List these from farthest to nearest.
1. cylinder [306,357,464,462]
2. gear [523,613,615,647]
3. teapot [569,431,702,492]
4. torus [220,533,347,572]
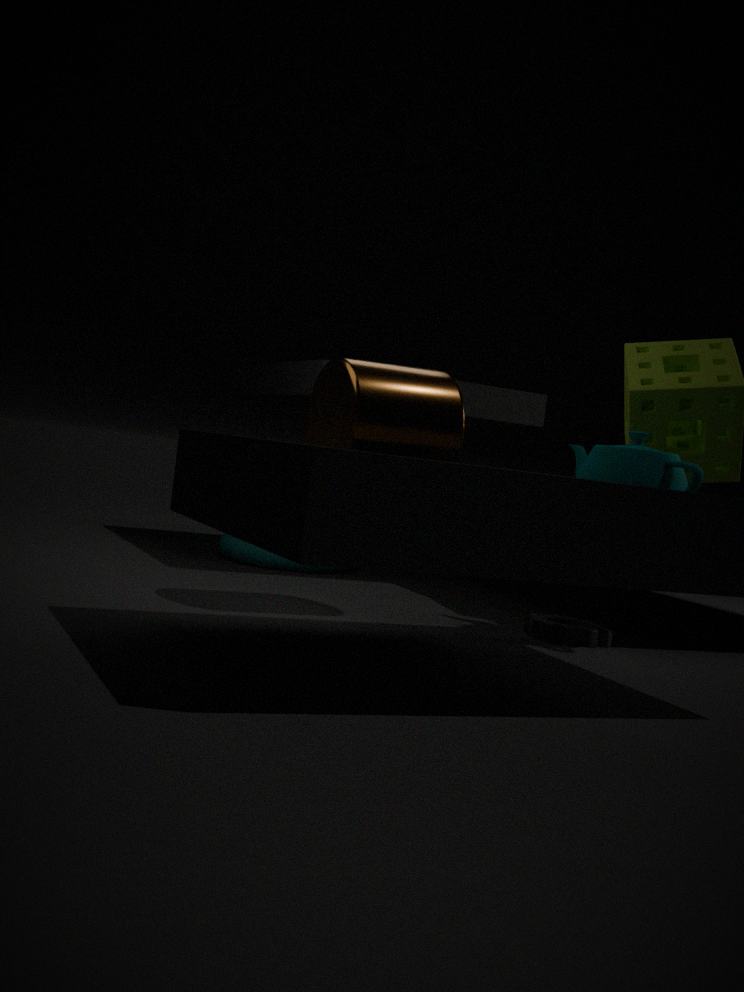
torus [220,533,347,572], gear [523,613,615,647], teapot [569,431,702,492], cylinder [306,357,464,462]
